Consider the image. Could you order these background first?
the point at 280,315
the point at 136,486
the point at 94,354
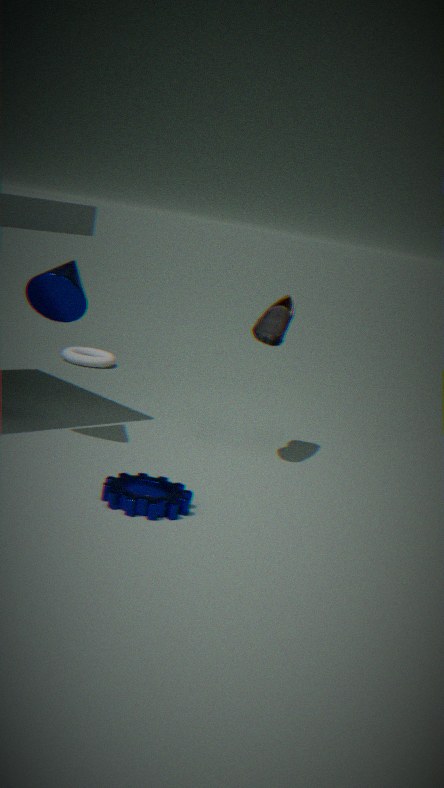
the point at 94,354, the point at 280,315, the point at 136,486
